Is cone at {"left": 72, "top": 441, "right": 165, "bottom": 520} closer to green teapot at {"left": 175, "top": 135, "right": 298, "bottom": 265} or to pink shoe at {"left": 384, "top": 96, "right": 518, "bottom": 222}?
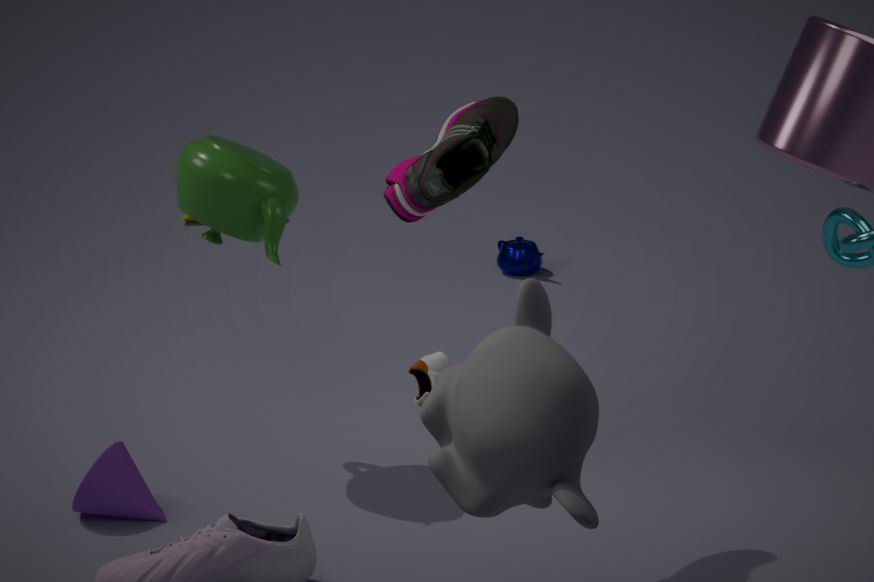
green teapot at {"left": 175, "top": 135, "right": 298, "bottom": 265}
